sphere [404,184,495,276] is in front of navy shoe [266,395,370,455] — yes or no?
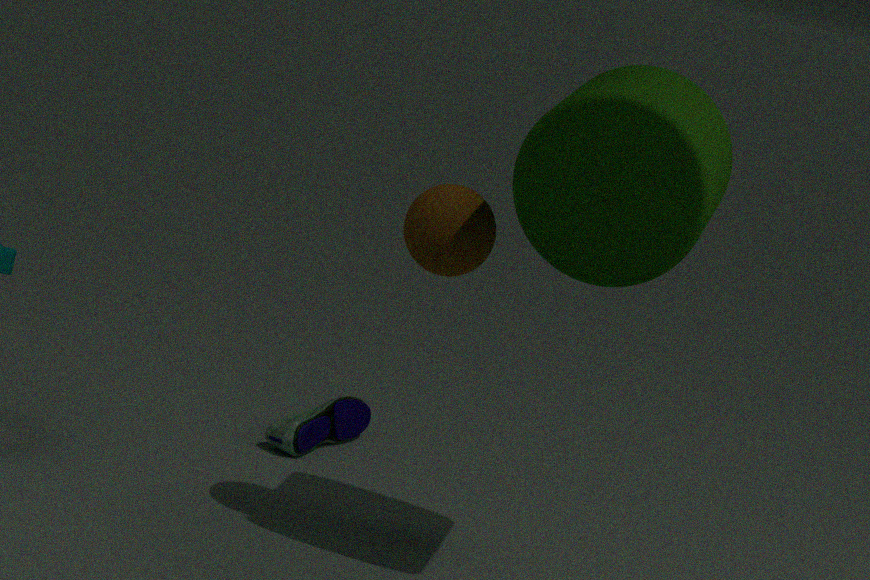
Yes
